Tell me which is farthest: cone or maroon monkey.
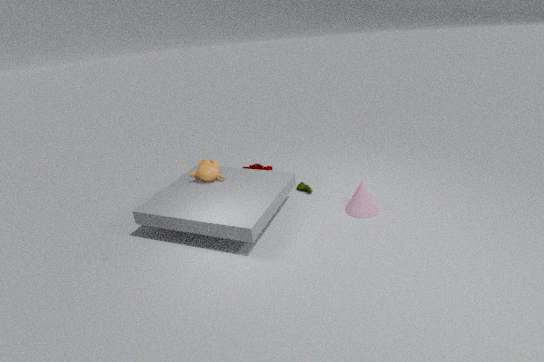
maroon monkey
